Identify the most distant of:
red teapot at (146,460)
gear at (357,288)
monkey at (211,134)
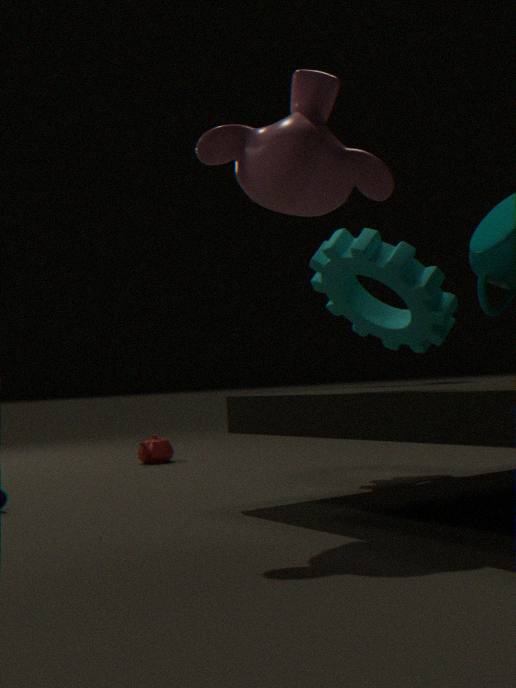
red teapot at (146,460)
